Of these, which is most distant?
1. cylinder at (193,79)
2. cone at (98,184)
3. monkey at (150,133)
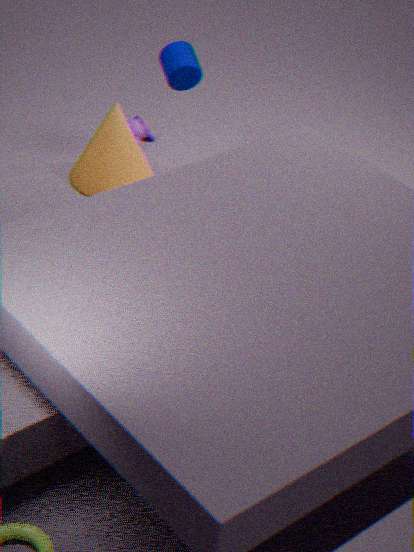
monkey at (150,133)
